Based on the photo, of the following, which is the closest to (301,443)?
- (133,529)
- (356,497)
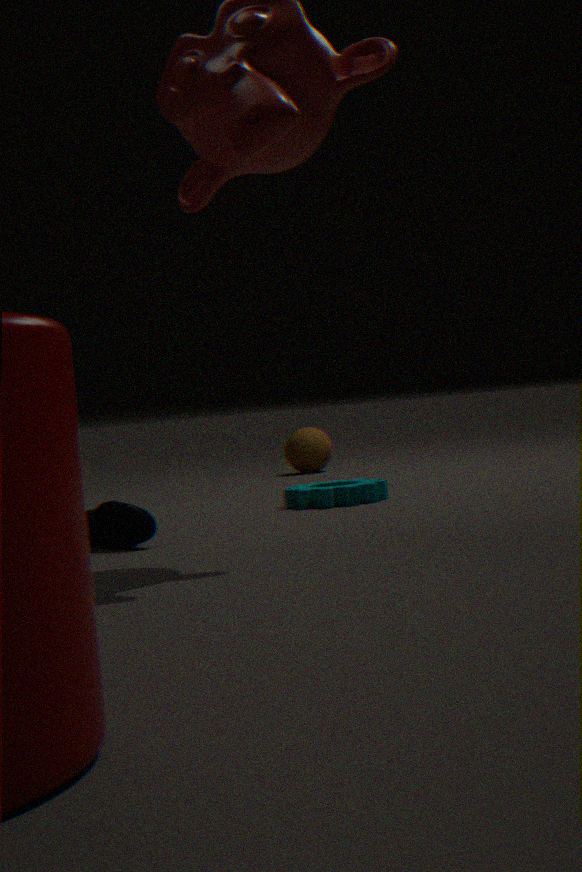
(356,497)
